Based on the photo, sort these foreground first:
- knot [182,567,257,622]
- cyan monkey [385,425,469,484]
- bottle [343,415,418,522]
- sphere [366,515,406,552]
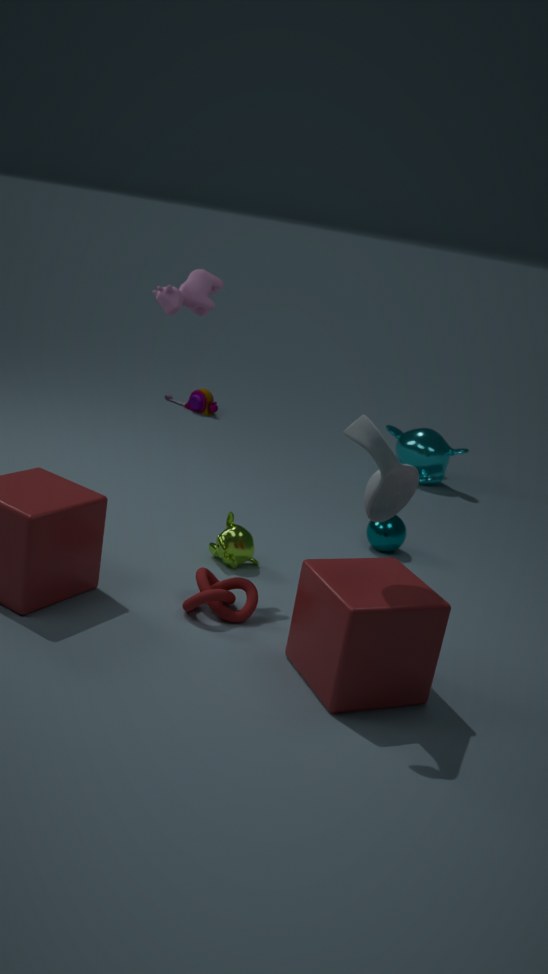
bottle [343,415,418,522]
knot [182,567,257,622]
sphere [366,515,406,552]
cyan monkey [385,425,469,484]
